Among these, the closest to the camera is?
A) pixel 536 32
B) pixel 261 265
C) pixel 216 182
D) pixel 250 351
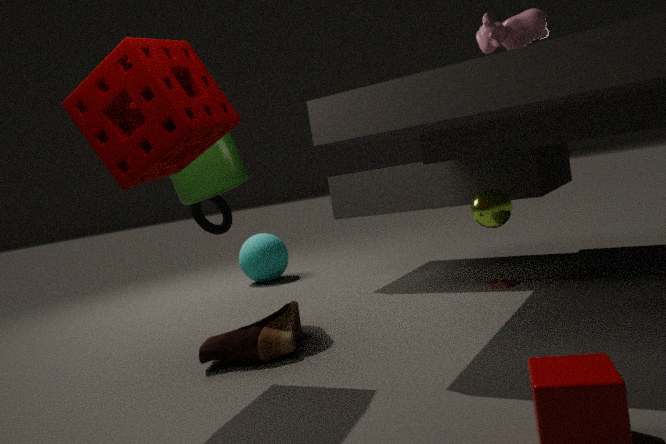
pixel 536 32
